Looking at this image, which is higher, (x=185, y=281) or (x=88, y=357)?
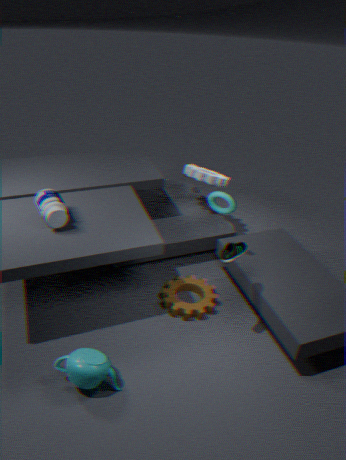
(x=88, y=357)
